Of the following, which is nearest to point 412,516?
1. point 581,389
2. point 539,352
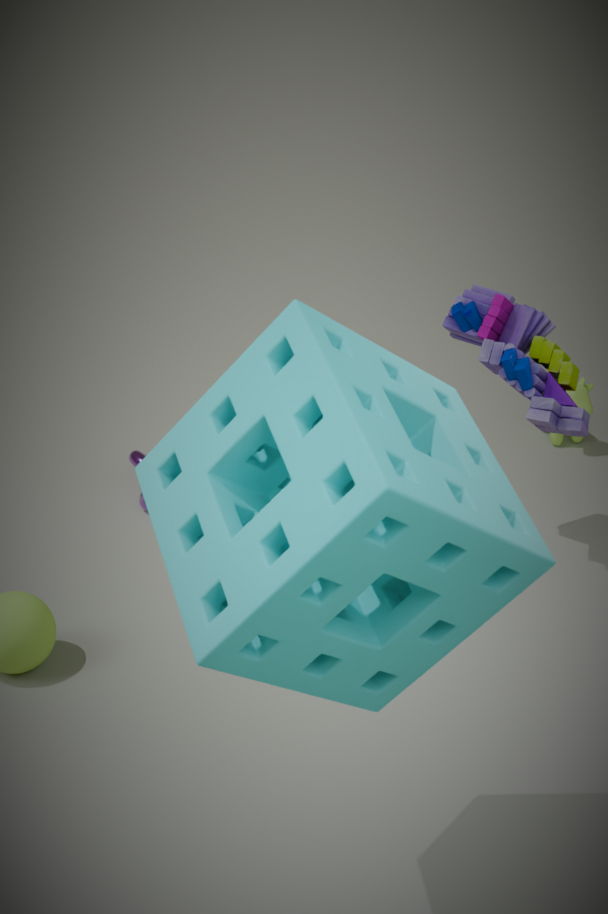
point 539,352
